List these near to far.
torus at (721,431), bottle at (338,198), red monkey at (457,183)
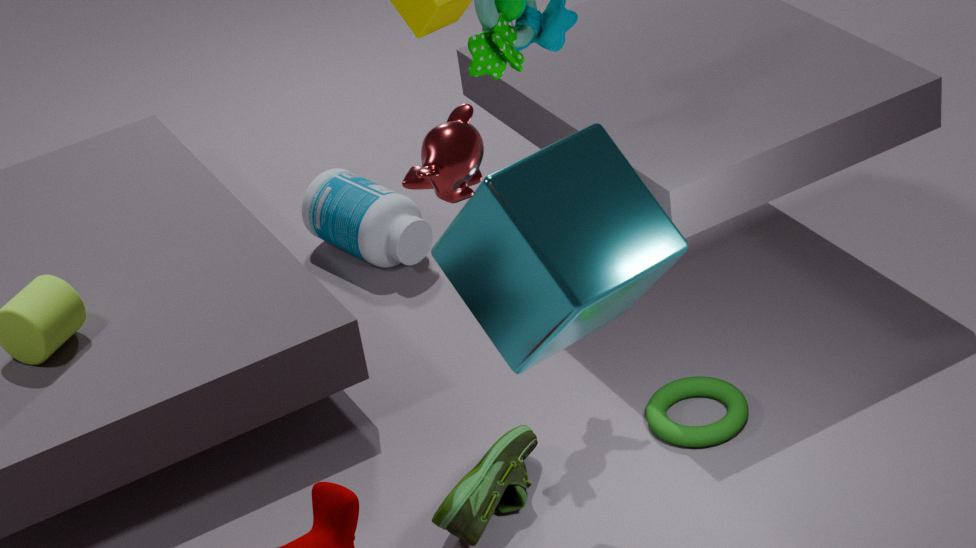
1. red monkey at (457,183)
2. torus at (721,431)
3. bottle at (338,198)
